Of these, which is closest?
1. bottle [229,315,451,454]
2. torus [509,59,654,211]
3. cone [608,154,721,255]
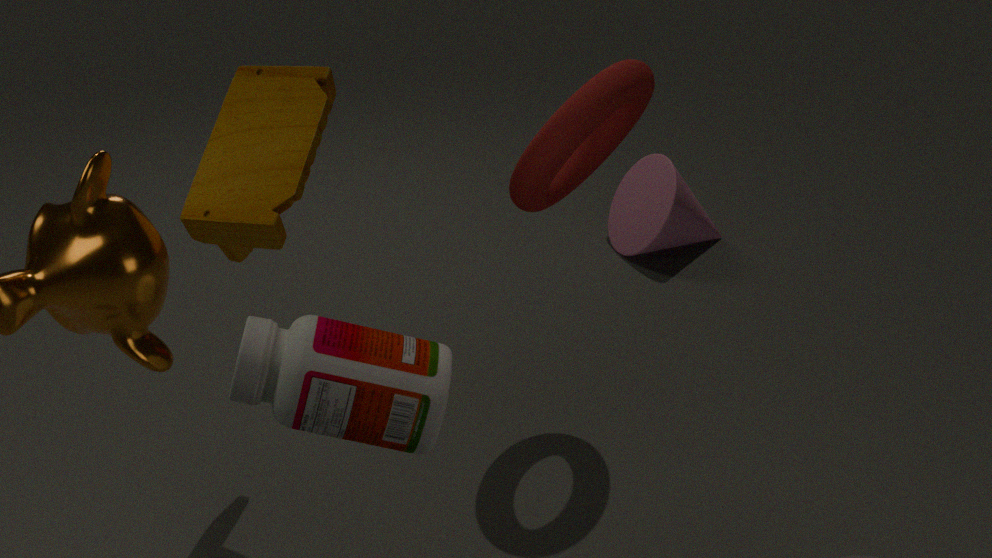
bottle [229,315,451,454]
